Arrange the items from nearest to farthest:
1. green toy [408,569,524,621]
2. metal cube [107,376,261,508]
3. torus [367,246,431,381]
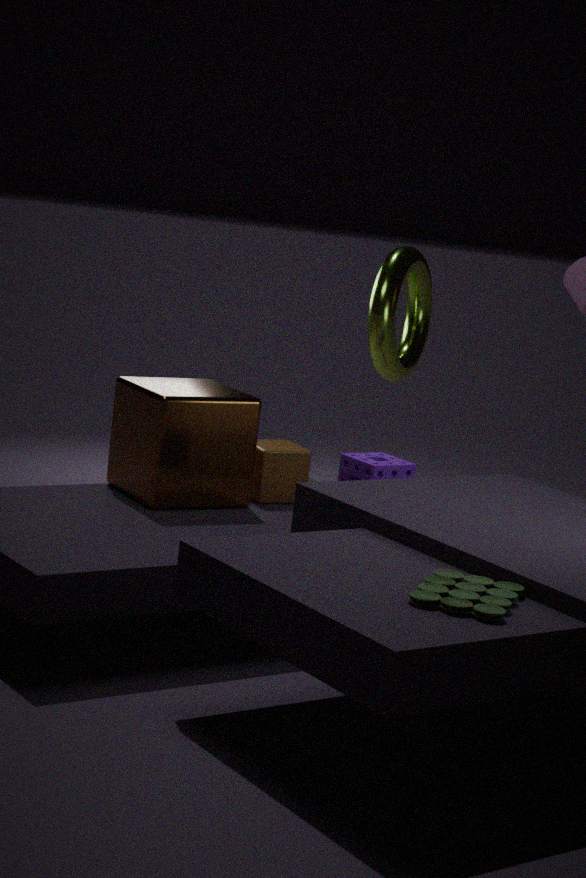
green toy [408,569,524,621] → metal cube [107,376,261,508] → torus [367,246,431,381]
